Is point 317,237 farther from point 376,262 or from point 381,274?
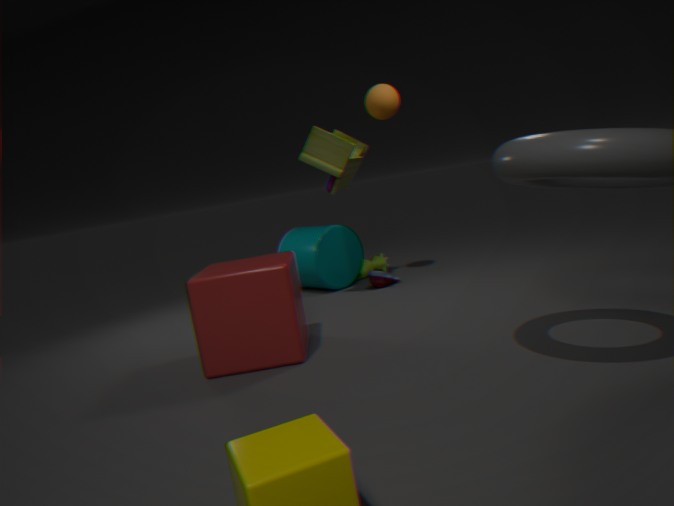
point 381,274
